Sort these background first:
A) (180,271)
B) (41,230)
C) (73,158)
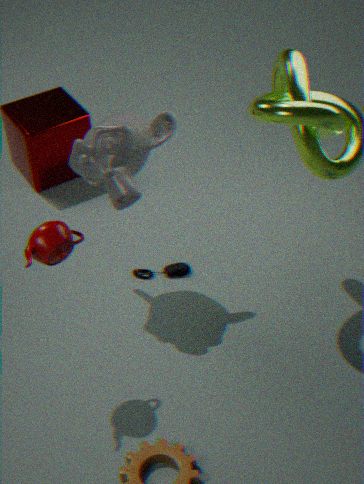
(180,271) < (73,158) < (41,230)
